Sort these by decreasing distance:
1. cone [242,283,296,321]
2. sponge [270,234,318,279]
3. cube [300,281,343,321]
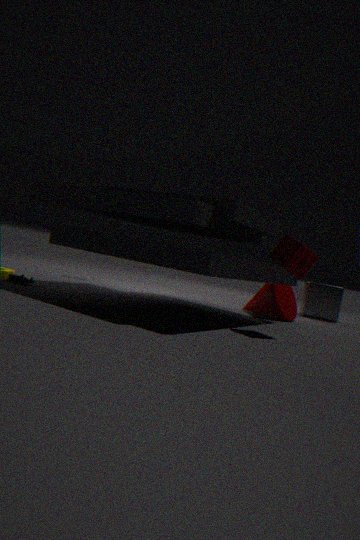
cube [300,281,343,321] < cone [242,283,296,321] < sponge [270,234,318,279]
